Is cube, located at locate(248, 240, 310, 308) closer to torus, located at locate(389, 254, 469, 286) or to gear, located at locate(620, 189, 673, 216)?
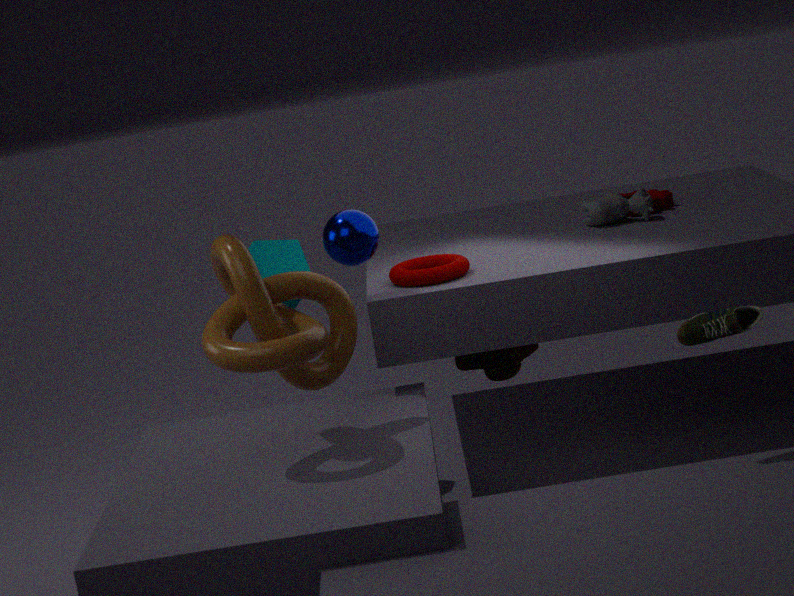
torus, located at locate(389, 254, 469, 286)
